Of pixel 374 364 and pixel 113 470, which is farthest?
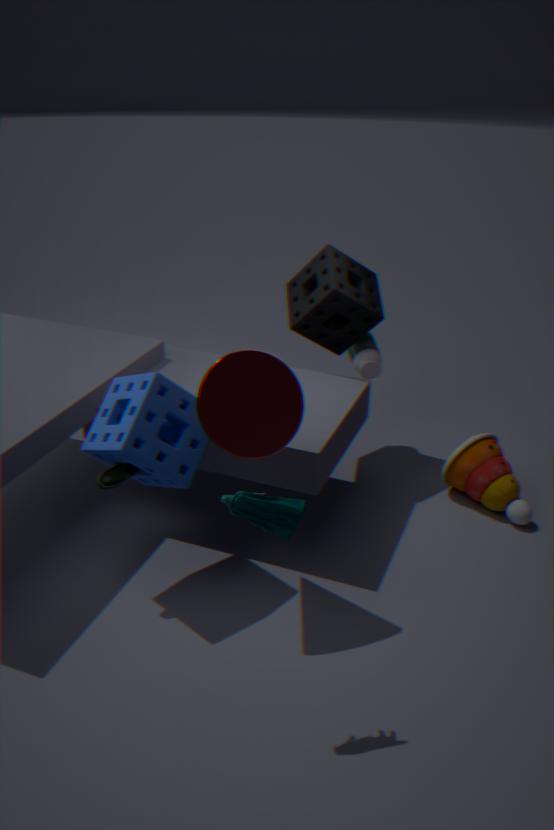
pixel 374 364
